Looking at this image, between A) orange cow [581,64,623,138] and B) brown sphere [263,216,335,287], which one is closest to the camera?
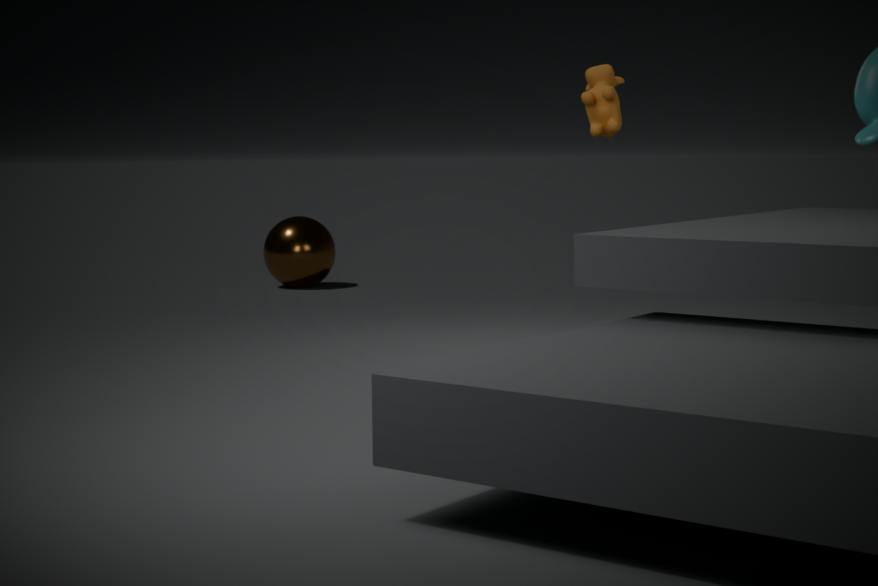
A. orange cow [581,64,623,138]
